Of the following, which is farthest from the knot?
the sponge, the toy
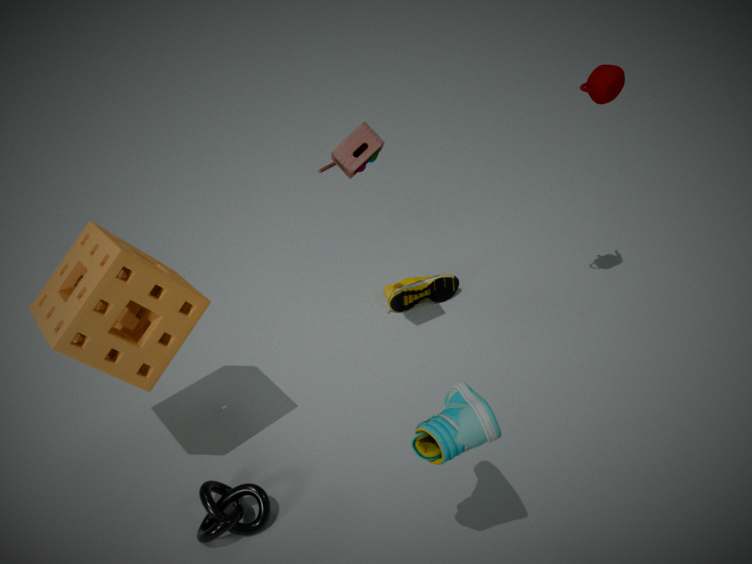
the toy
